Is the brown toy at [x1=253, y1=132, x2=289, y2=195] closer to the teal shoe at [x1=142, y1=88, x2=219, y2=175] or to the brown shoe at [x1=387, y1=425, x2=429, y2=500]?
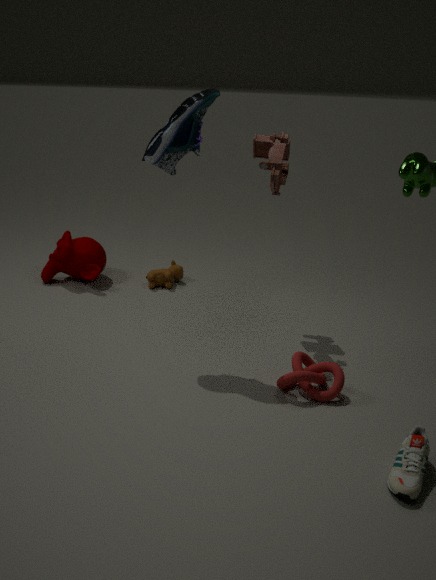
the teal shoe at [x1=142, y1=88, x2=219, y2=175]
